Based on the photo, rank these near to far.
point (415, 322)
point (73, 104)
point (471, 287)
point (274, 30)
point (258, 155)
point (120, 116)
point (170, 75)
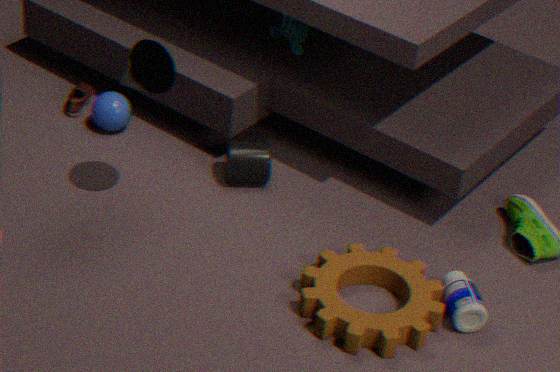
point (415, 322), point (471, 287), point (170, 75), point (258, 155), point (120, 116), point (73, 104), point (274, 30)
